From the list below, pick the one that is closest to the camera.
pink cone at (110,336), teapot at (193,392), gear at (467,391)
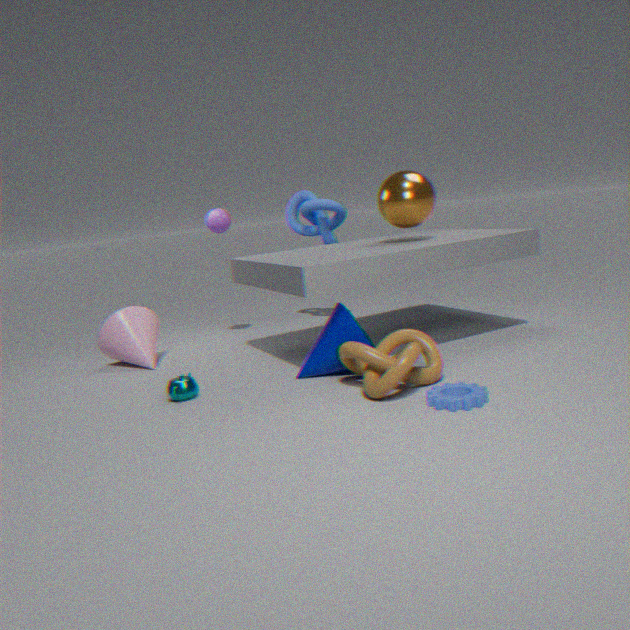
gear at (467,391)
